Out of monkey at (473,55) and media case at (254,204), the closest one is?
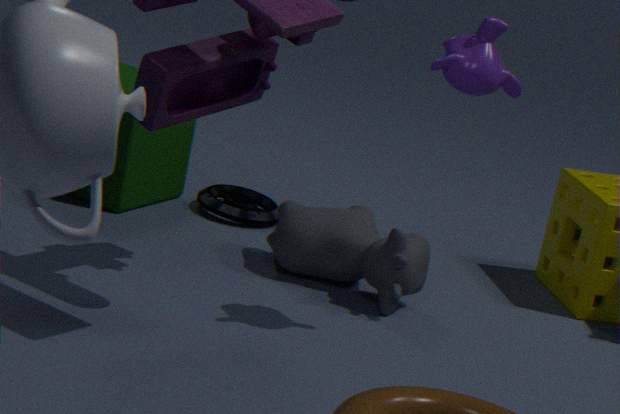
monkey at (473,55)
